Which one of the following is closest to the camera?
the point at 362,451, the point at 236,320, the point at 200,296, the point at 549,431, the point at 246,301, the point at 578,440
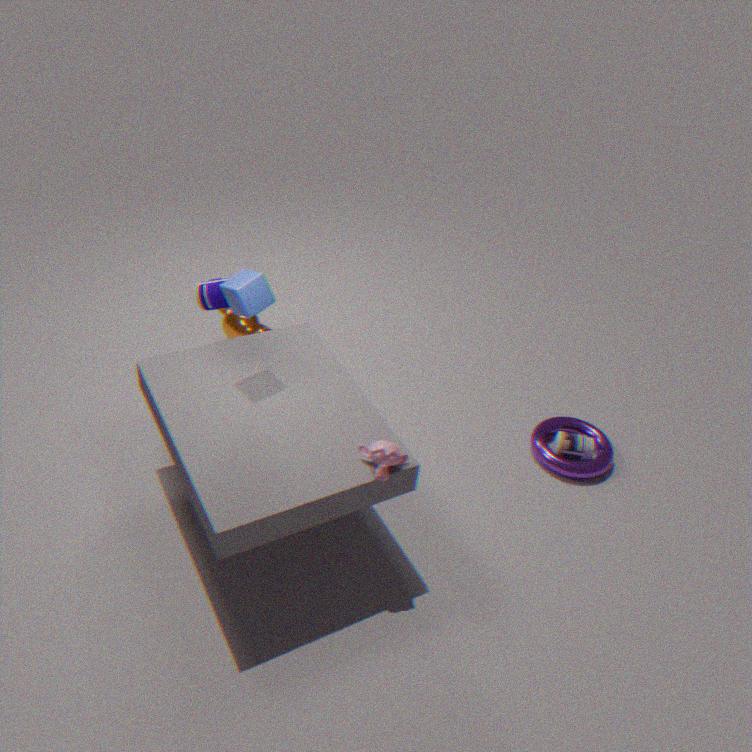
the point at 362,451
